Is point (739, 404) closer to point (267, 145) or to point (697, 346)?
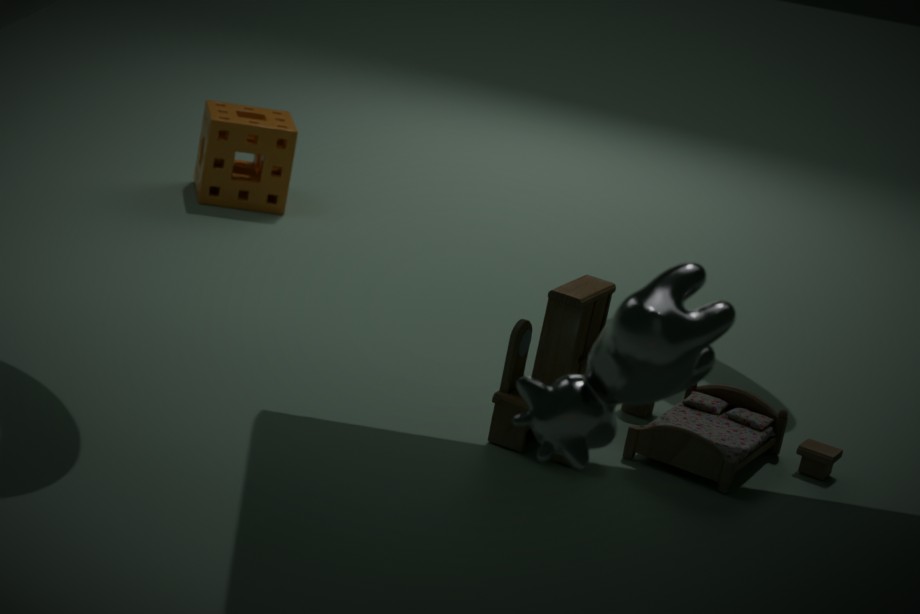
point (697, 346)
